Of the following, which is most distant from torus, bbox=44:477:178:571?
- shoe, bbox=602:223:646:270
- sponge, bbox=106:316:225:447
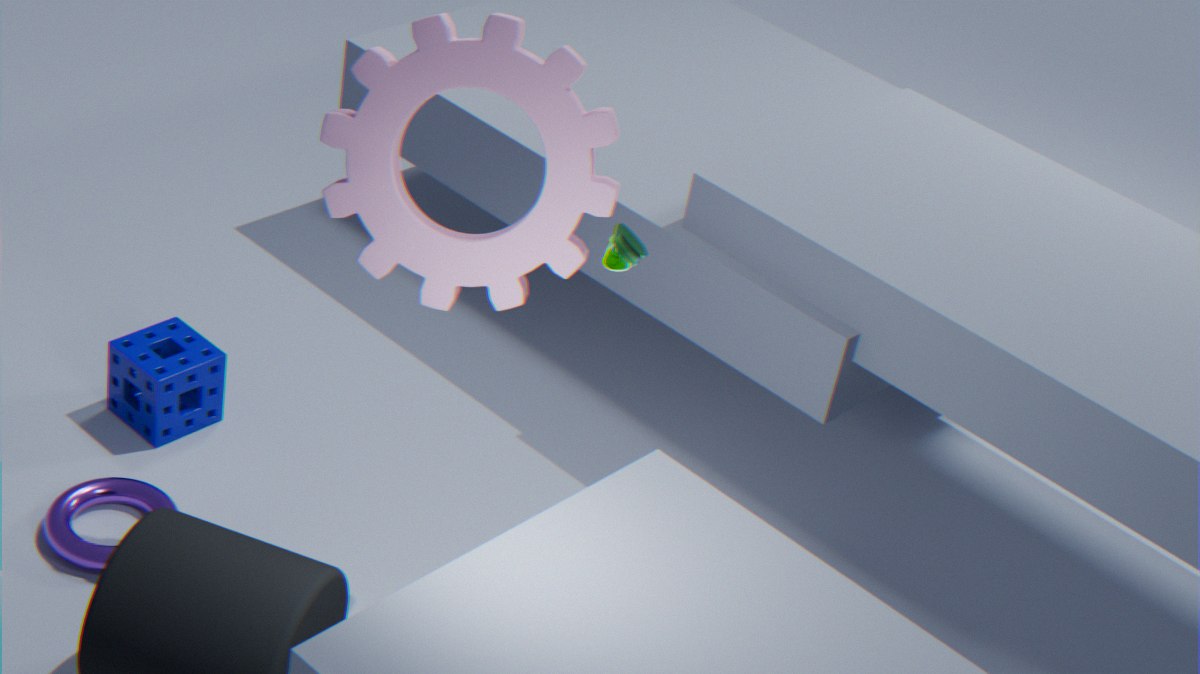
shoe, bbox=602:223:646:270
